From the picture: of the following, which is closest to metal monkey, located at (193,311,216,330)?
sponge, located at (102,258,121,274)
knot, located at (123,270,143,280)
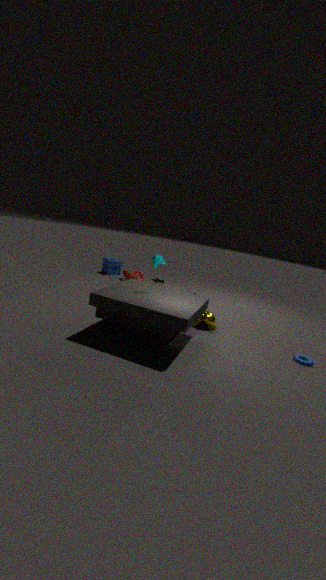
knot, located at (123,270,143,280)
